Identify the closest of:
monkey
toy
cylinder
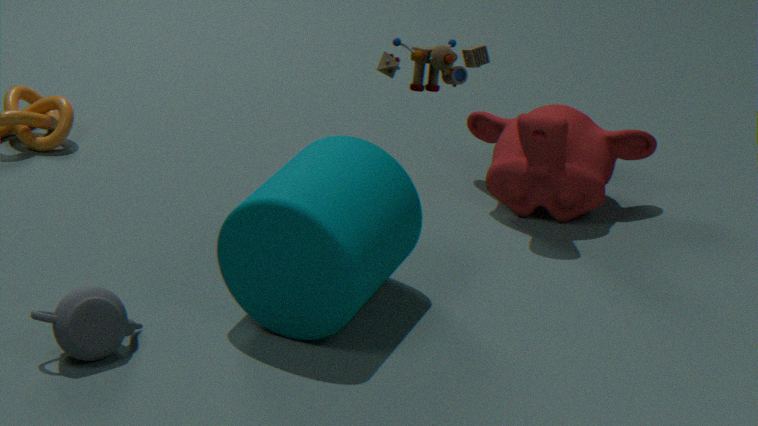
toy
